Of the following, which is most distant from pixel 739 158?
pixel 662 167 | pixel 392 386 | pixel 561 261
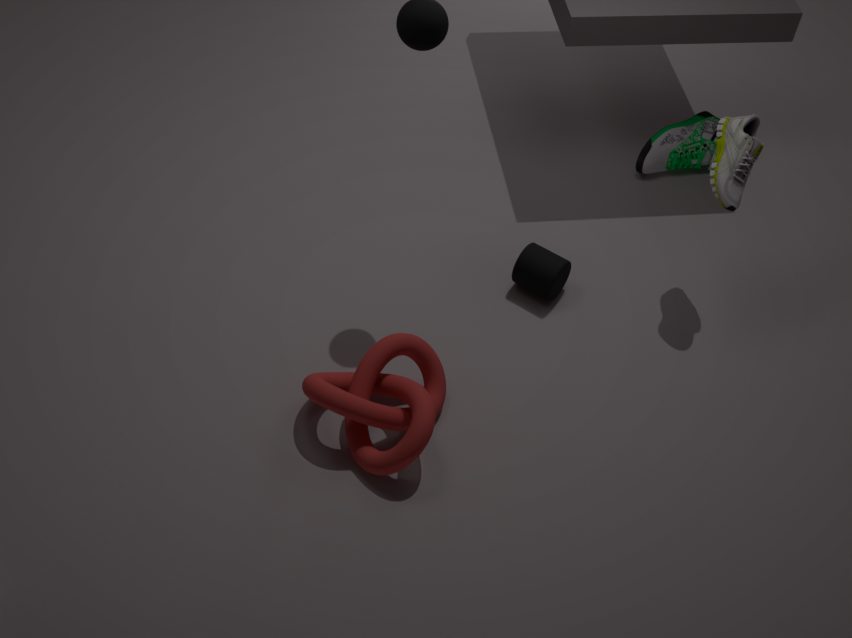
pixel 392 386
